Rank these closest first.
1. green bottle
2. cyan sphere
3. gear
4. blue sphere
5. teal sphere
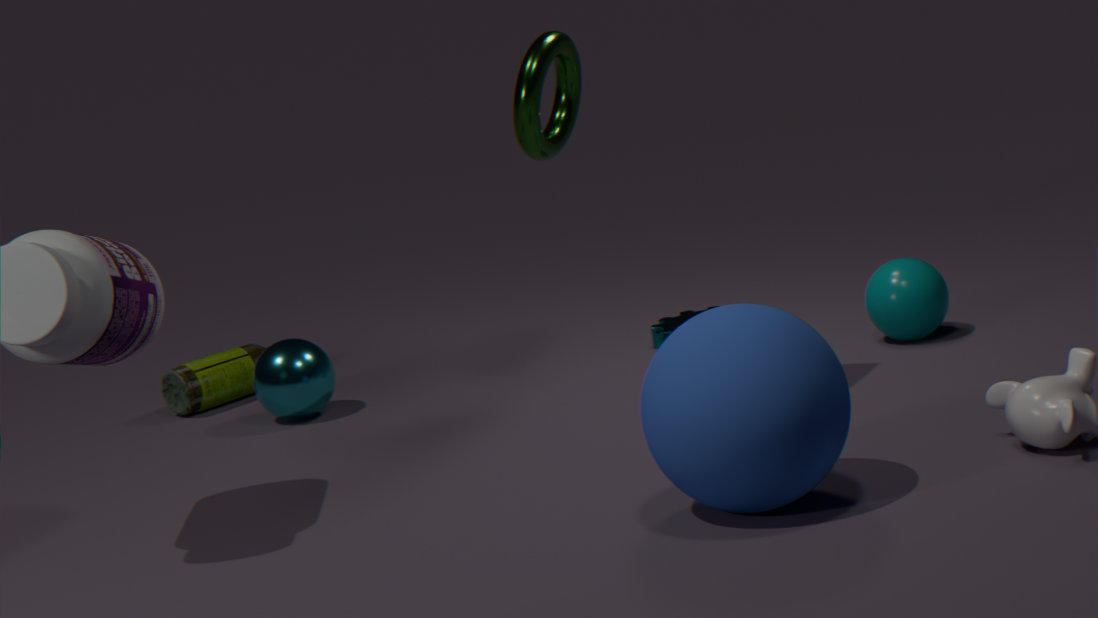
blue sphere, teal sphere, cyan sphere, gear, green bottle
